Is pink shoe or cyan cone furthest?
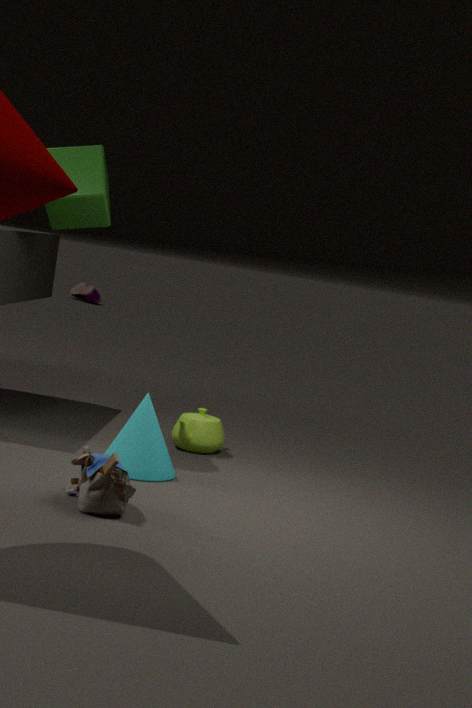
pink shoe
